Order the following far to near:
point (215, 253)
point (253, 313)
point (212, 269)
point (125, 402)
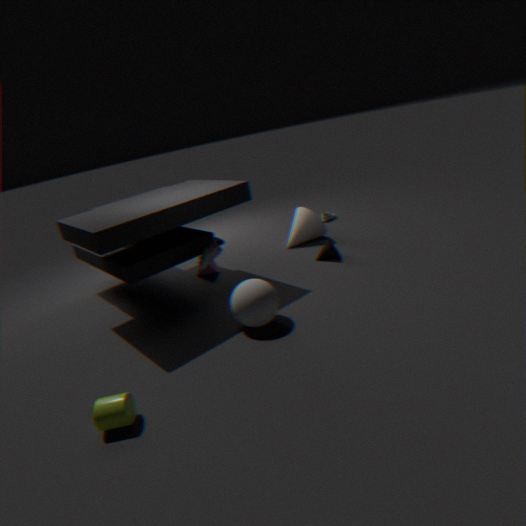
1. point (212, 269)
2. point (215, 253)
3. point (253, 313)
4. point (125, 402)
